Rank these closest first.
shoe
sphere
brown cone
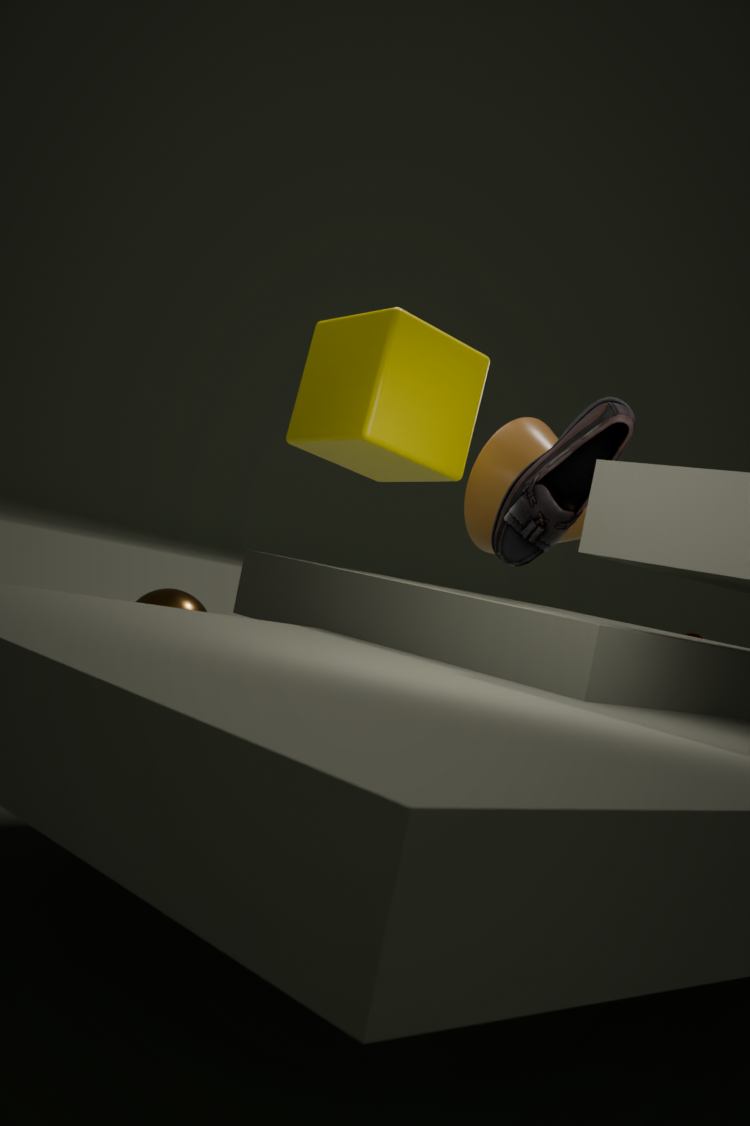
1. shoe
2. brown cone
3. sphere
